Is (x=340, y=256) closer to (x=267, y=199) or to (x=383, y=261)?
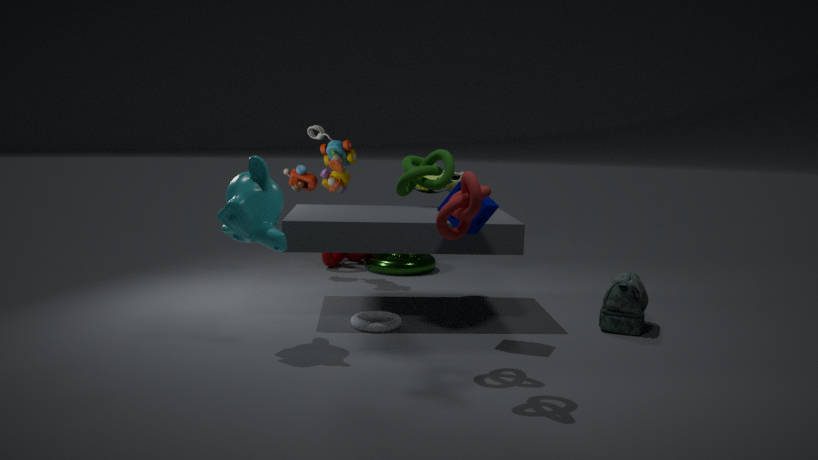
(x=383, y=261)
